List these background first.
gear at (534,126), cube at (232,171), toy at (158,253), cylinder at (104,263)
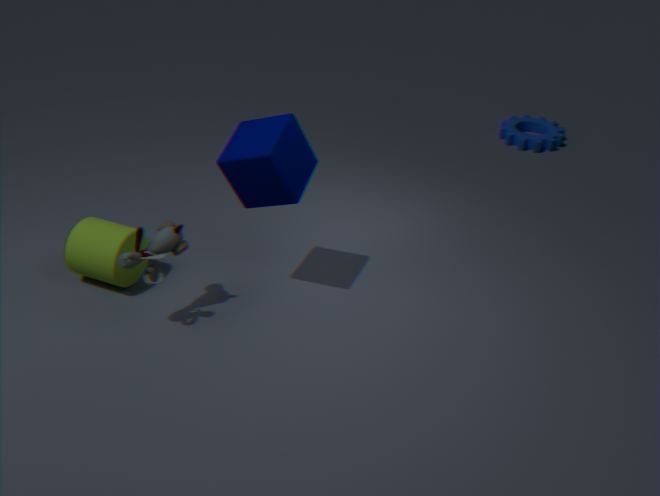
gear at (534,126)
cylinder at (104,263)
toy at (158,253)
cube at (232,171)
